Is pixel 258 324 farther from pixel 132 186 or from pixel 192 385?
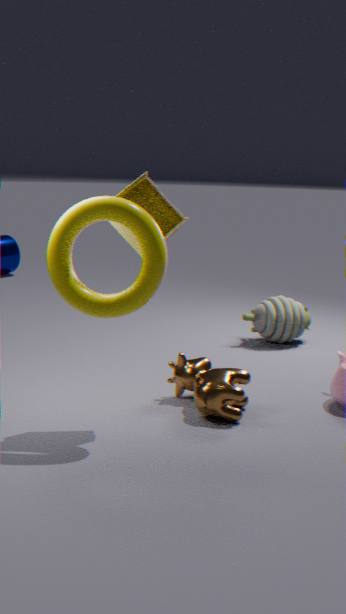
pixel 132 186
